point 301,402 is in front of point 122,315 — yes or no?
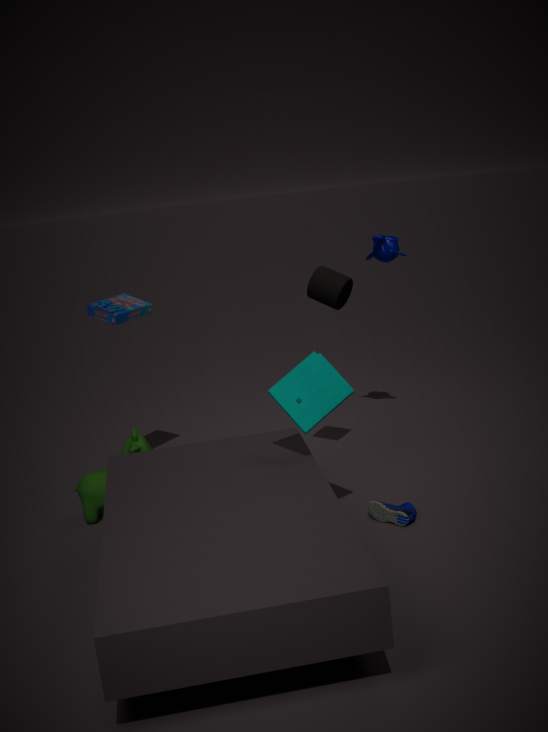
Yes
